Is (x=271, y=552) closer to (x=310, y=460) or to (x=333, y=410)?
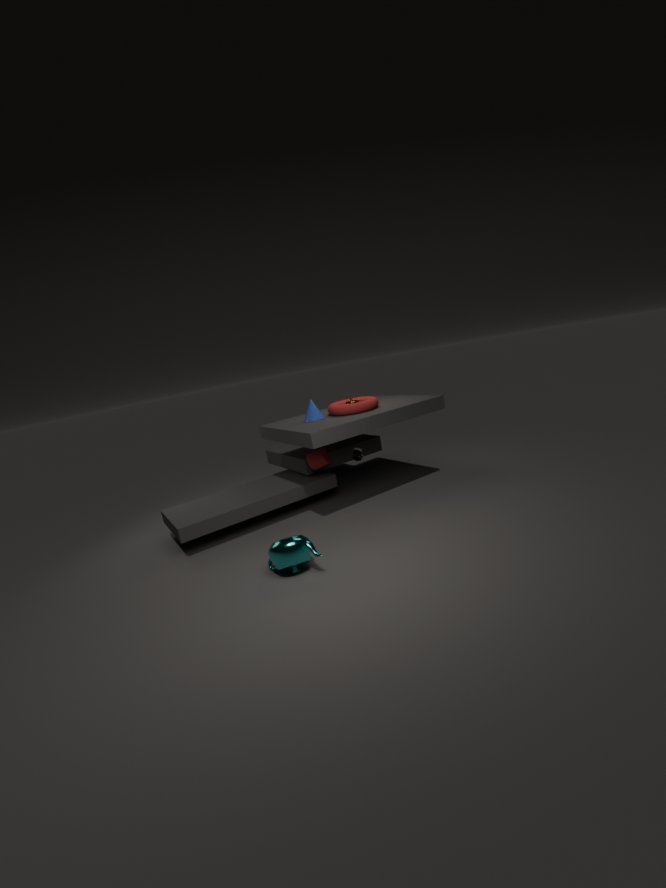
(x=310, y=460)
